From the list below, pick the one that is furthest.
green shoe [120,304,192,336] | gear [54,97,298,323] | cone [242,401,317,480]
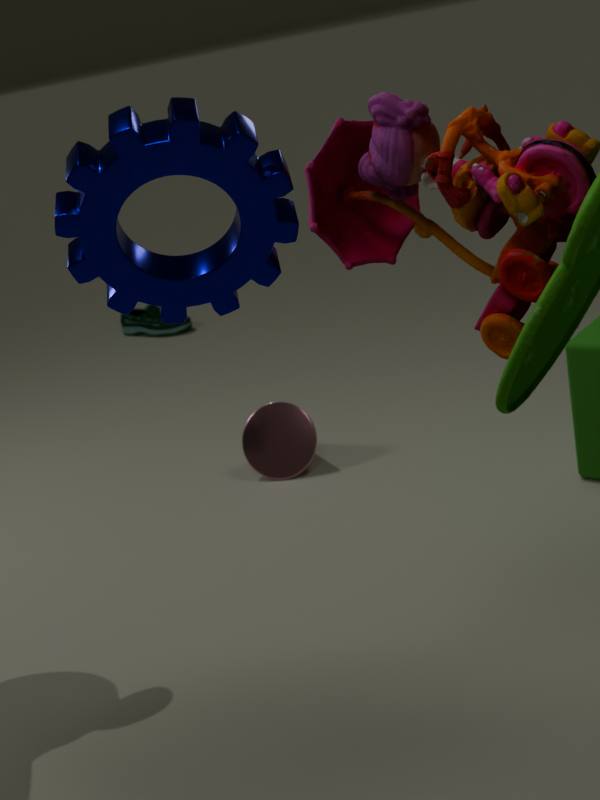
green shoe [120,304,192,336]
